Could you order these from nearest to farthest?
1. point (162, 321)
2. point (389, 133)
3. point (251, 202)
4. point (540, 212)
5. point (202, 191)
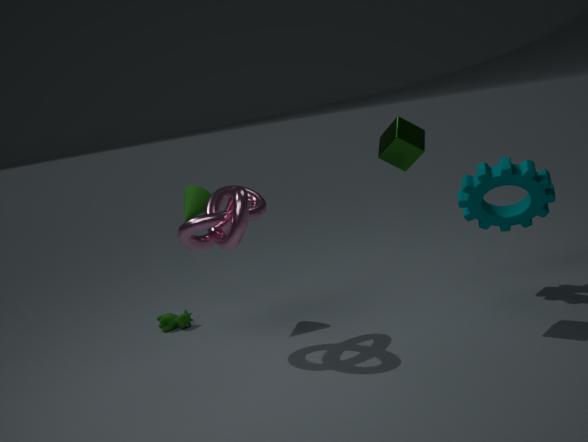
point (389, 133)
point (251, 202)
point (540, 212)
point (202, 191)
point (162, 321)
